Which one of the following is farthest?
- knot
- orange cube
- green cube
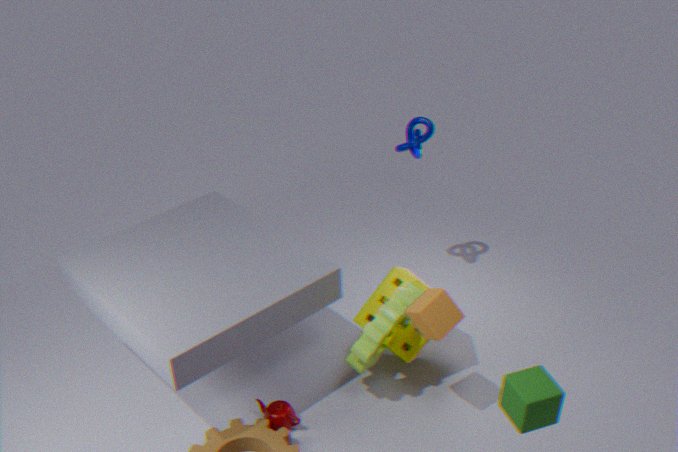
knot
